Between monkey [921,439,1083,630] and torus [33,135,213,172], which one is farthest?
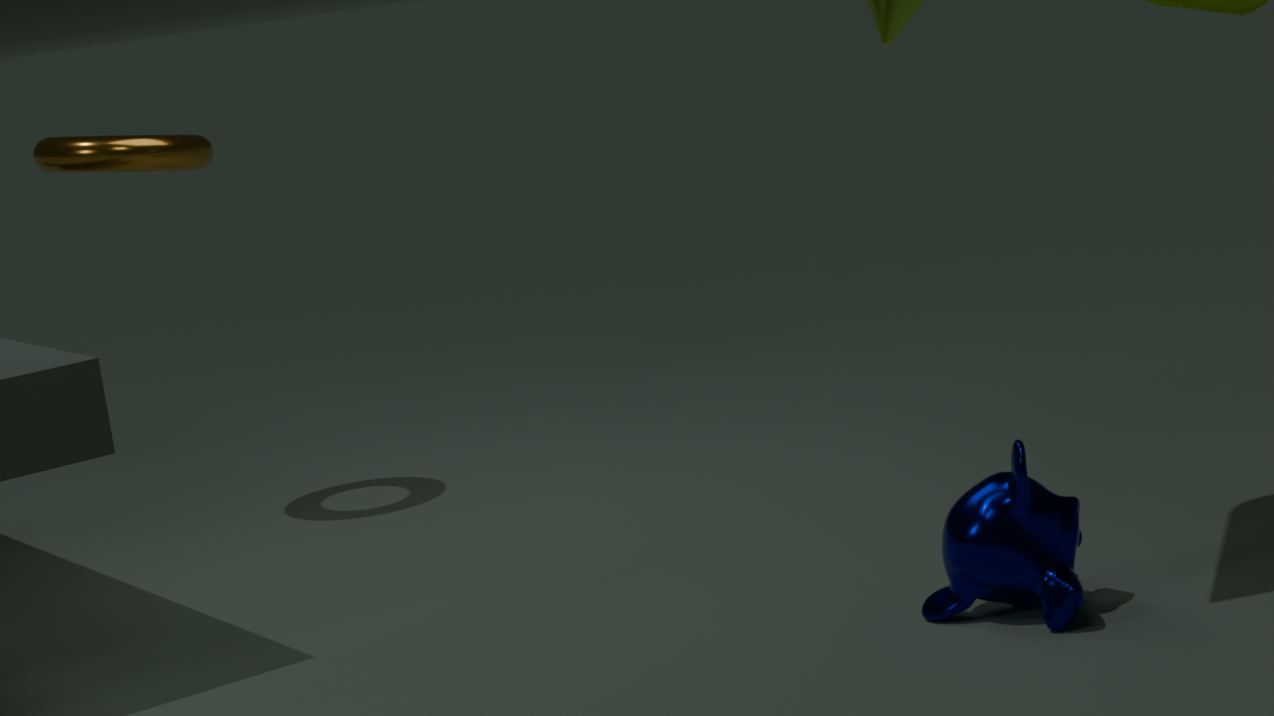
torus [33,135,213,172]
